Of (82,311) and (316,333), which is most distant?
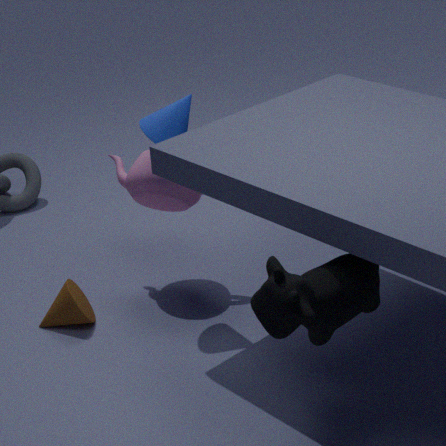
(82,311)
